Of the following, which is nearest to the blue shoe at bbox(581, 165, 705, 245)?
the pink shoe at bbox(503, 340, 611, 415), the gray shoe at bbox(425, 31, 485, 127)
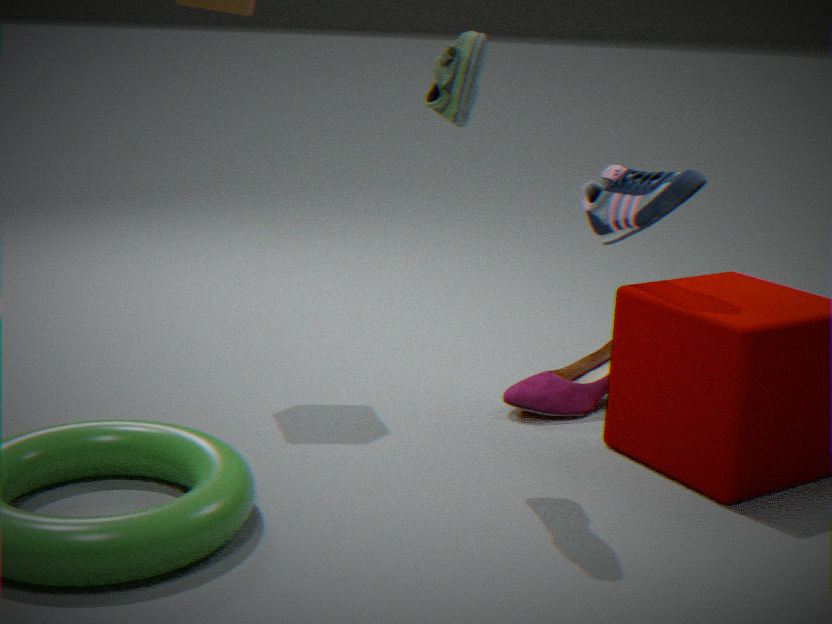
the pink shoe at bbox(503, 340, 611, 415)
